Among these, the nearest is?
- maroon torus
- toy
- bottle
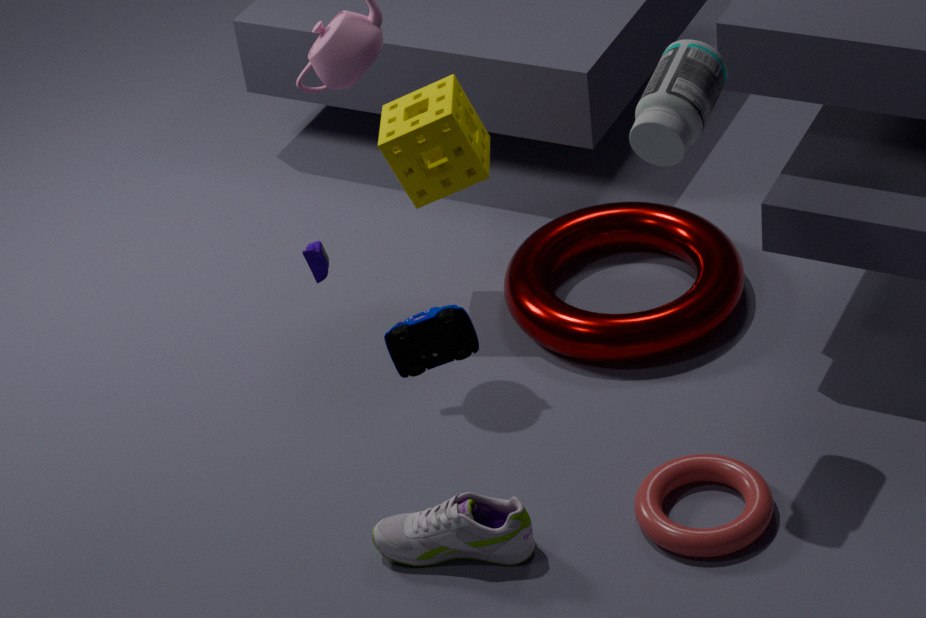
toy
